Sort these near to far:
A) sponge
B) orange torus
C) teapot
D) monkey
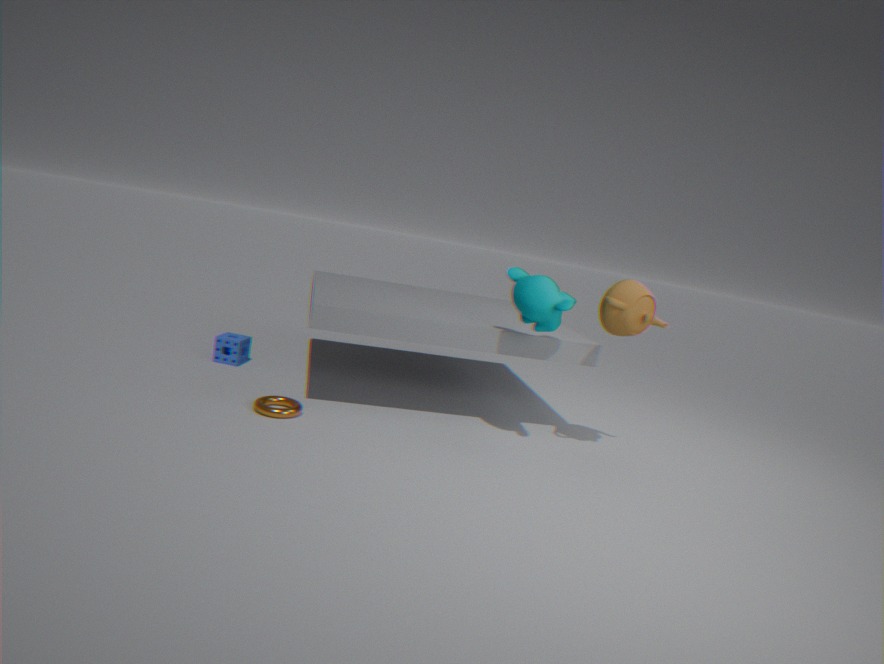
monkey
orange torus
teapot
sponge
